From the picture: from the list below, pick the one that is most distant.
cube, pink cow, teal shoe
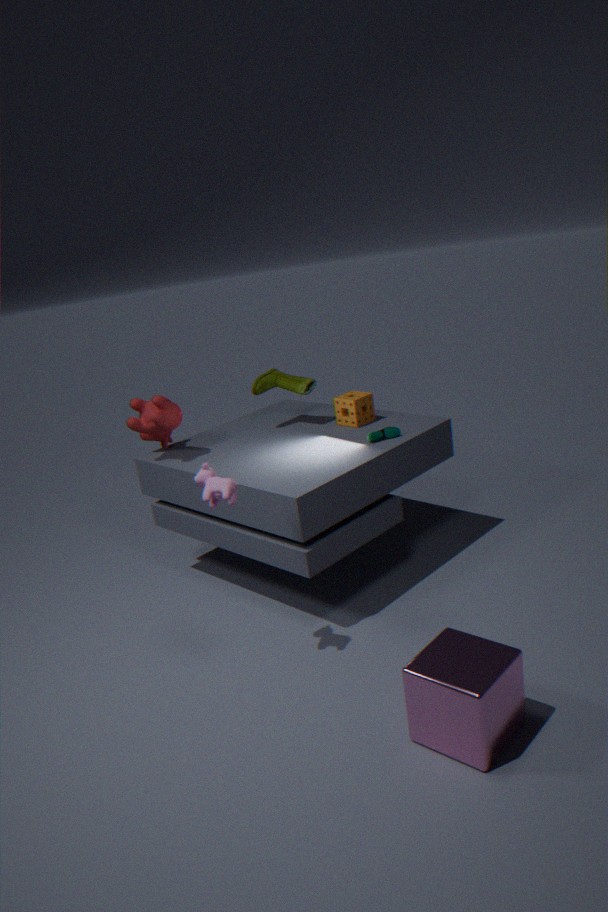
teal shoe
